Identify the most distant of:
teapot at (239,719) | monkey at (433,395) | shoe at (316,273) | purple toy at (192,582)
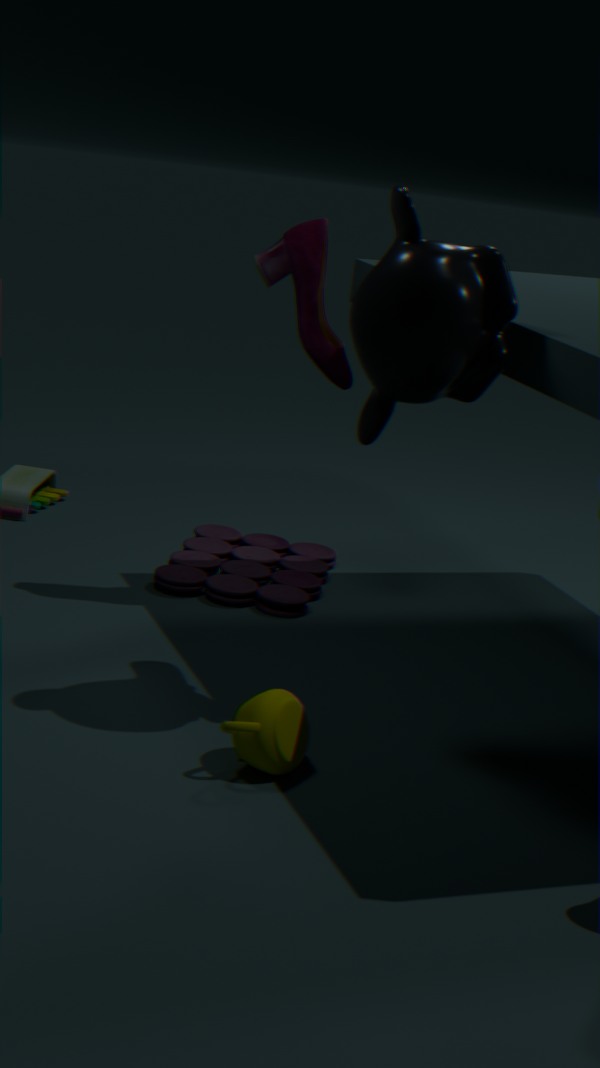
purple toy at (192,582)
